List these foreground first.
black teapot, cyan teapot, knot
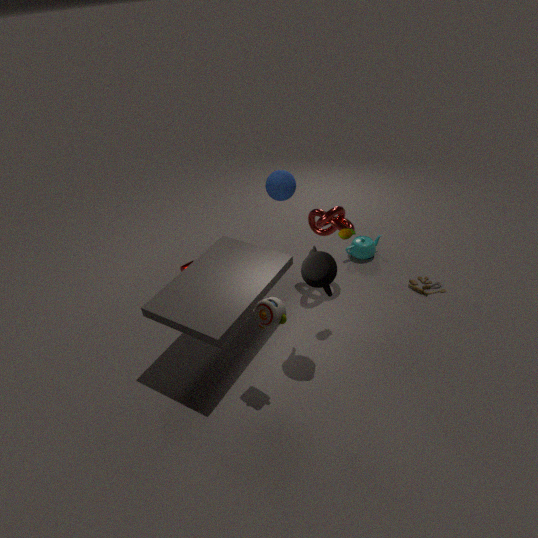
black teapot
knot
cyan teapot
